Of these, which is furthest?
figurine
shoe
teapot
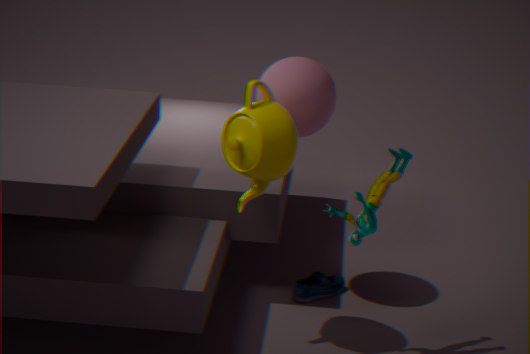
shoe
